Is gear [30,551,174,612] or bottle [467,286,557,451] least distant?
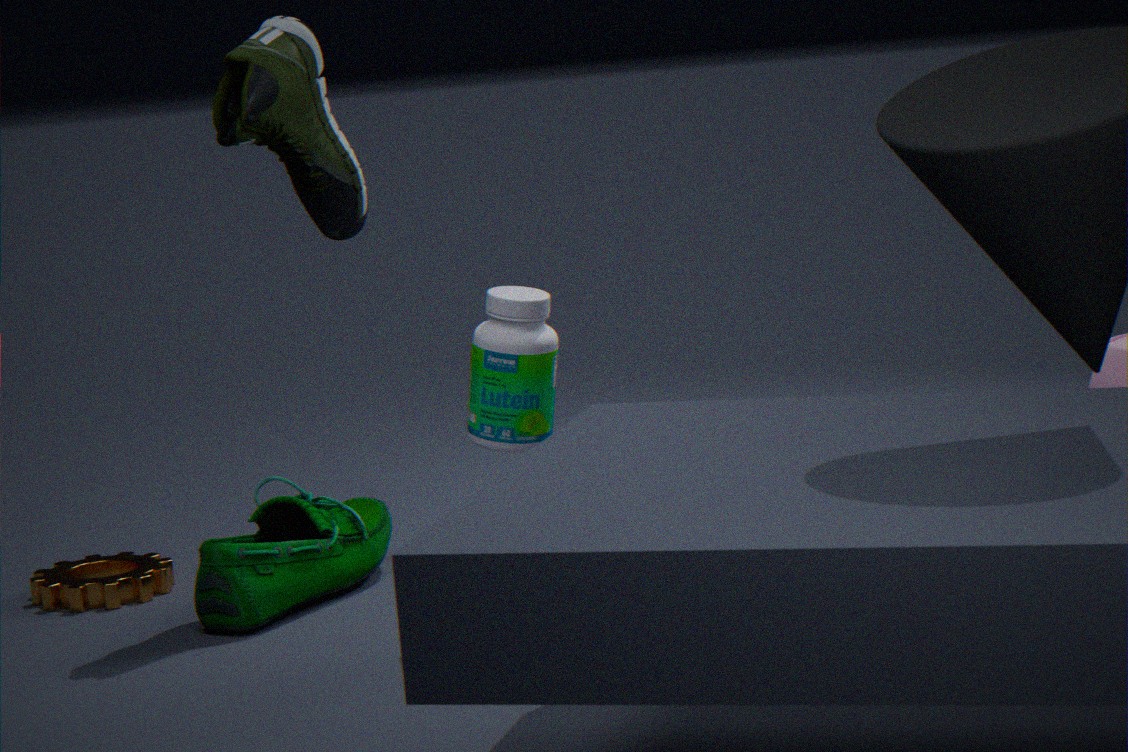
bottle [467,286,557,451]
